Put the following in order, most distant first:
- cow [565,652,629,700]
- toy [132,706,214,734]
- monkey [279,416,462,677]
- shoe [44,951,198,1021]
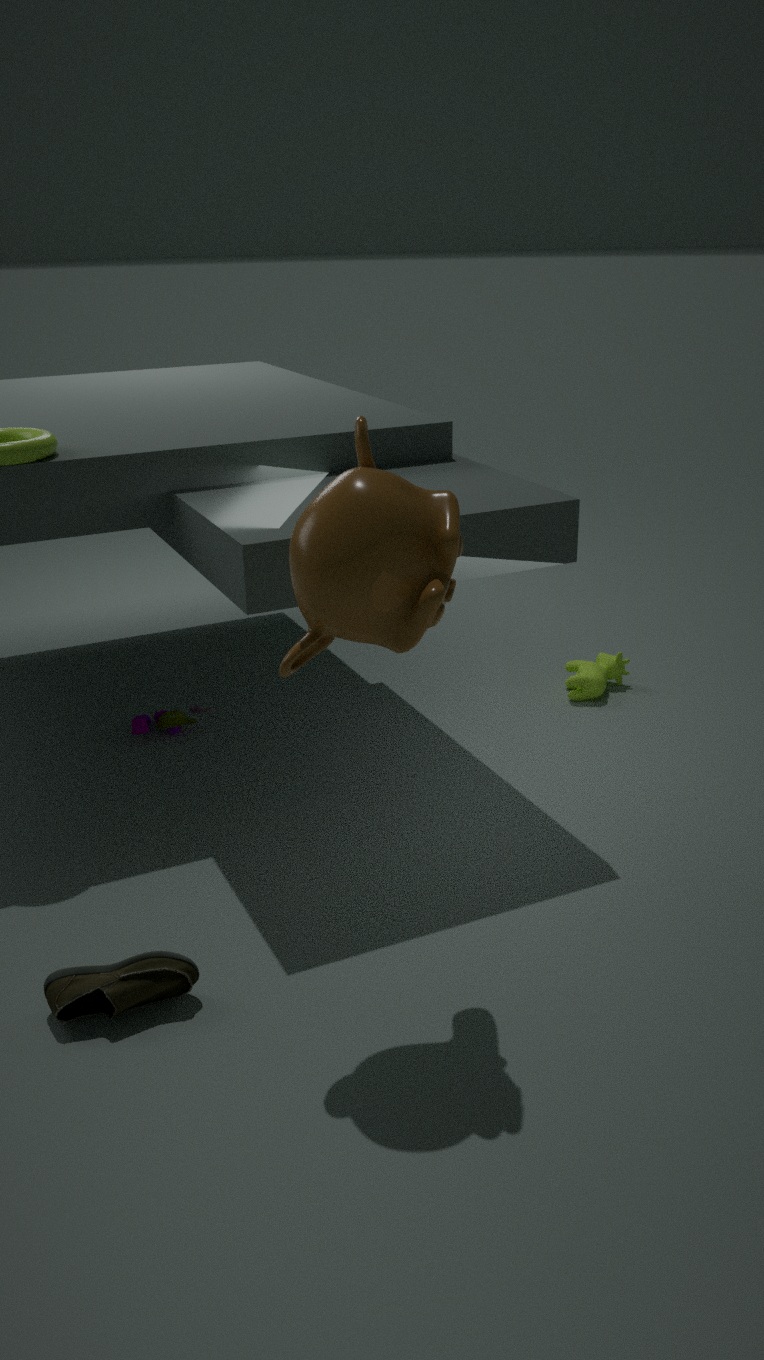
cow [565,652,629,700] < toy [132,706,214,734] < shoe [44,951,198,1021] < monkey [279,416,462,677]
